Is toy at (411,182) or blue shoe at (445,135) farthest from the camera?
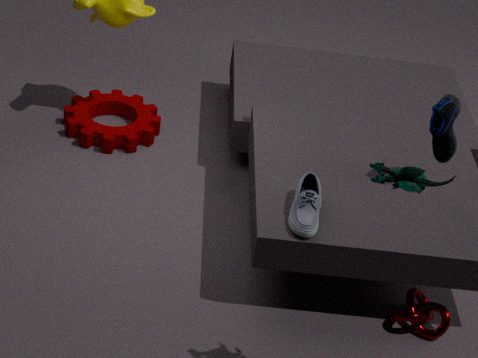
blue shoe at (445,135)
